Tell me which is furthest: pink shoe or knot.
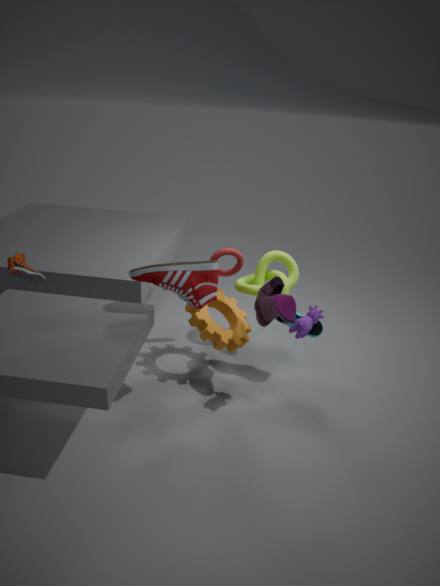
knot
